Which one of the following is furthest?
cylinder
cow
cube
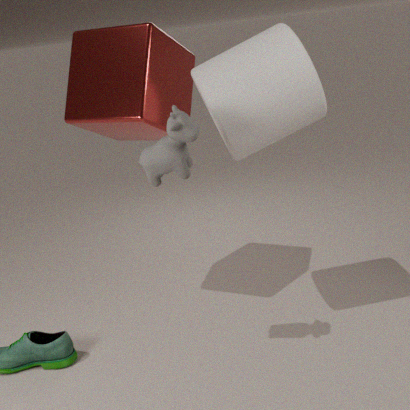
cube
